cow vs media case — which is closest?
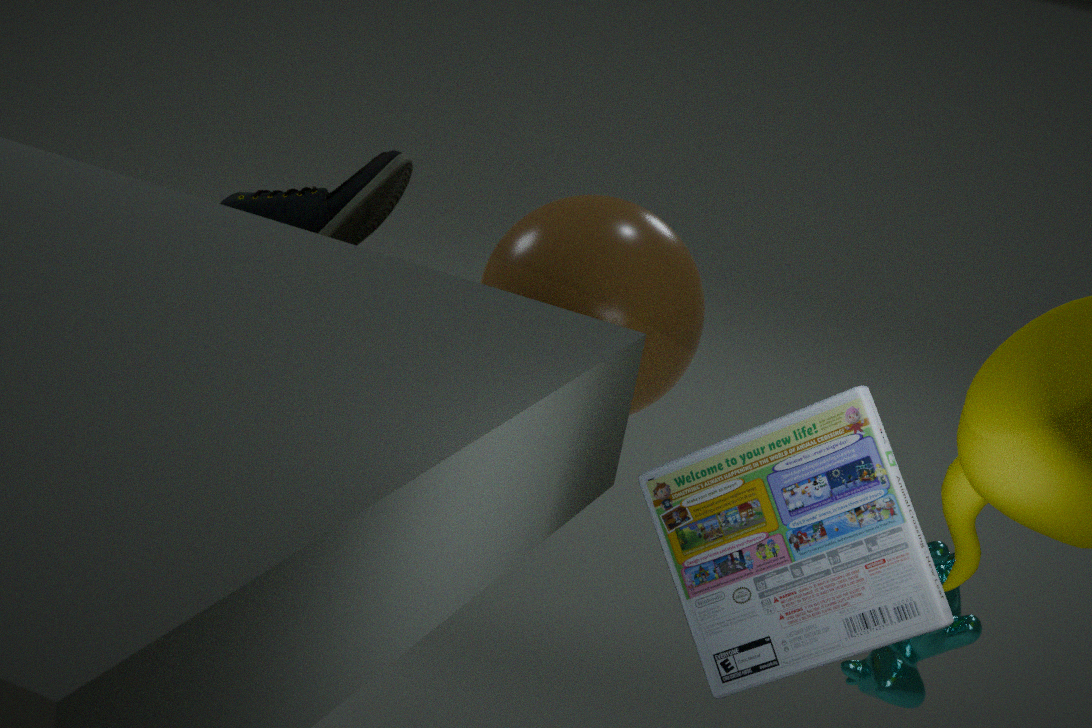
media case
